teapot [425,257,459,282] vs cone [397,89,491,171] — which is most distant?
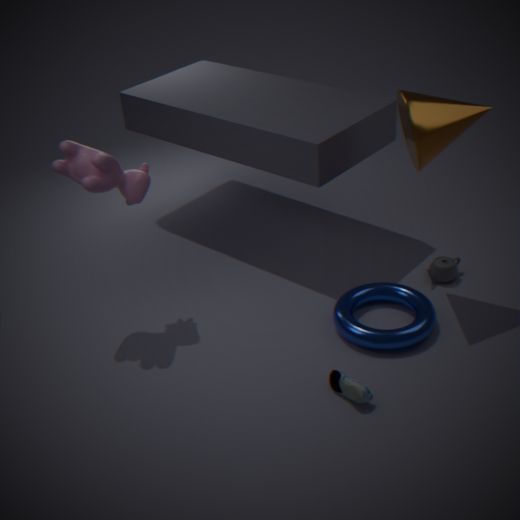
teapot [425,257,459,282]
